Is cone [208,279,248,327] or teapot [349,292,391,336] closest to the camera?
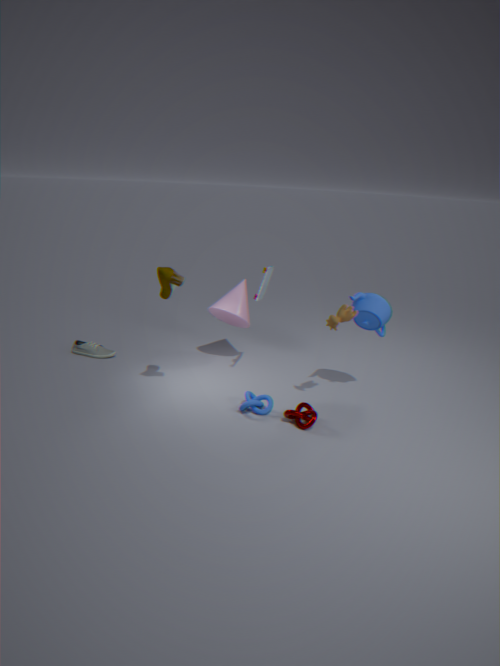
teapot [349,292,391,336]
